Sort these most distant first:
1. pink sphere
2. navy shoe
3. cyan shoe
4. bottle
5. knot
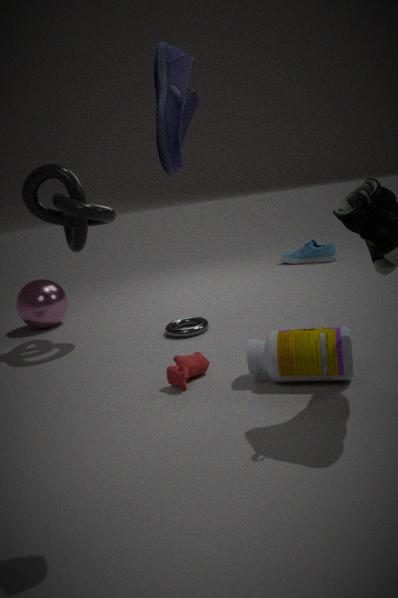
cyan shoe, pink sphere, knot, bottle, navy shoe
